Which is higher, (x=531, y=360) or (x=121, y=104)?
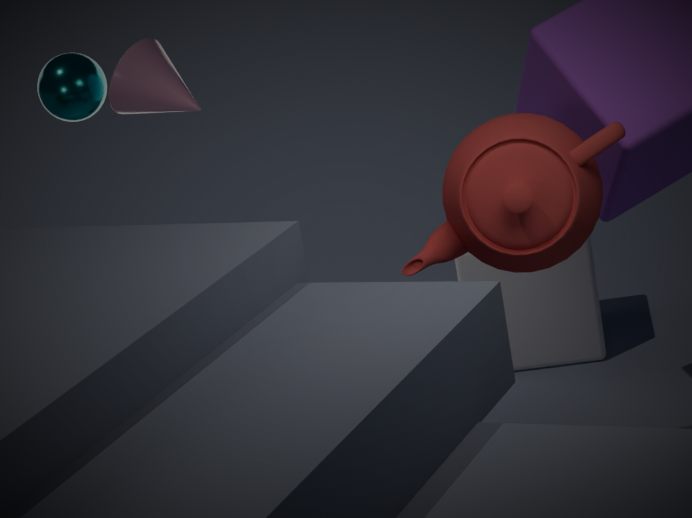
(x=121, y=104)
